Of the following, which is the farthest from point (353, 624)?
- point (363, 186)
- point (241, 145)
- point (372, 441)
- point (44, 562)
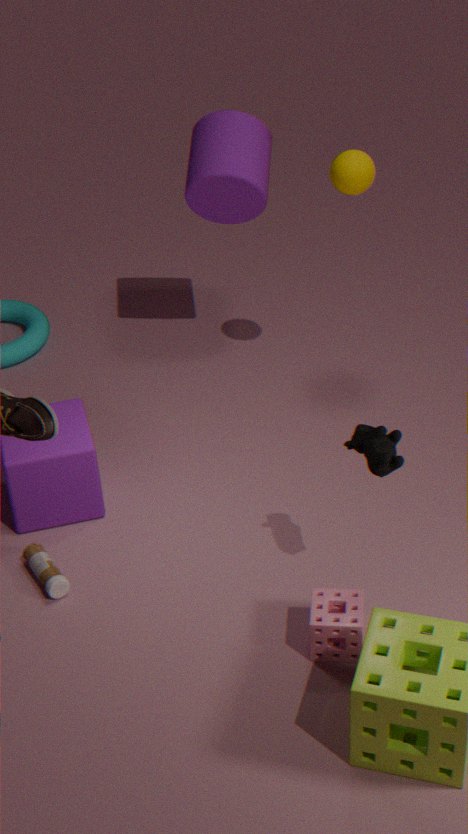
point (241, 145)
